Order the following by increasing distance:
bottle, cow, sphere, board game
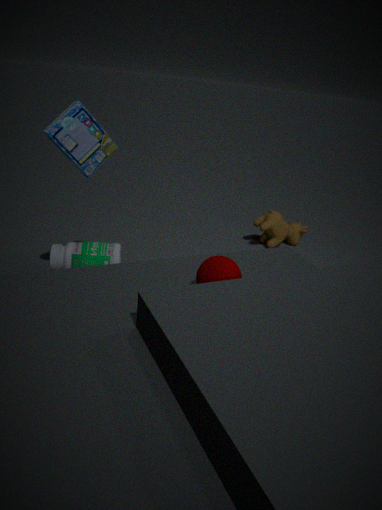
1. sphere
2. board game
3. bottle
4. cow
